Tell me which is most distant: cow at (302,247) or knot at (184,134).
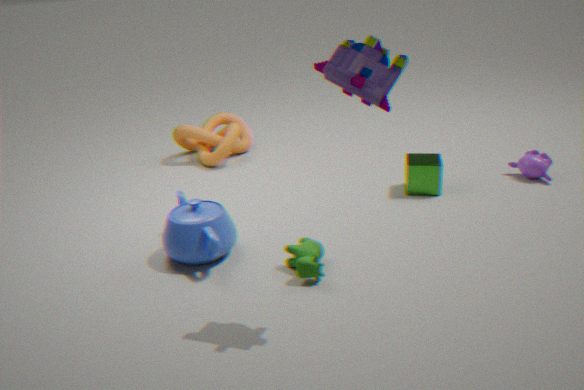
knot at (184,134)
